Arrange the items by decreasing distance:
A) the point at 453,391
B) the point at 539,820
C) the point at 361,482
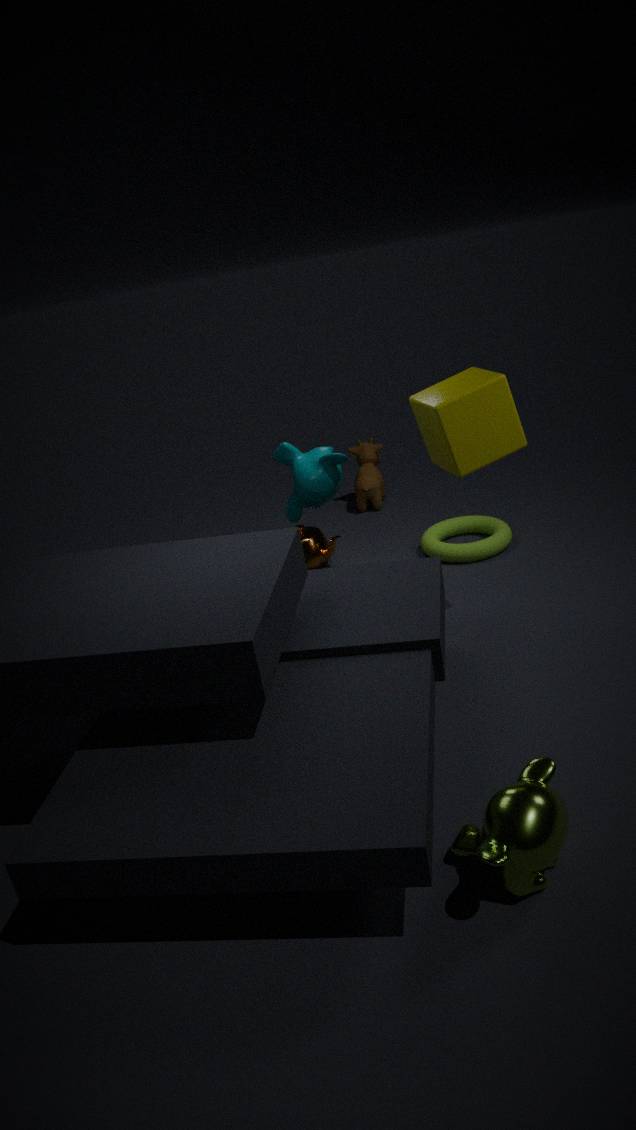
the point at 361,482 → the point at 453,391 → the point at 539,820
